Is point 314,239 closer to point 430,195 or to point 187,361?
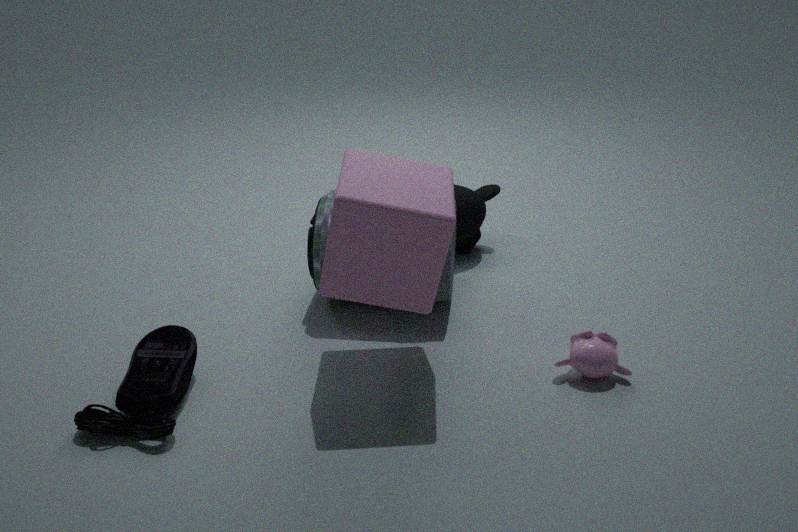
point 430,195
